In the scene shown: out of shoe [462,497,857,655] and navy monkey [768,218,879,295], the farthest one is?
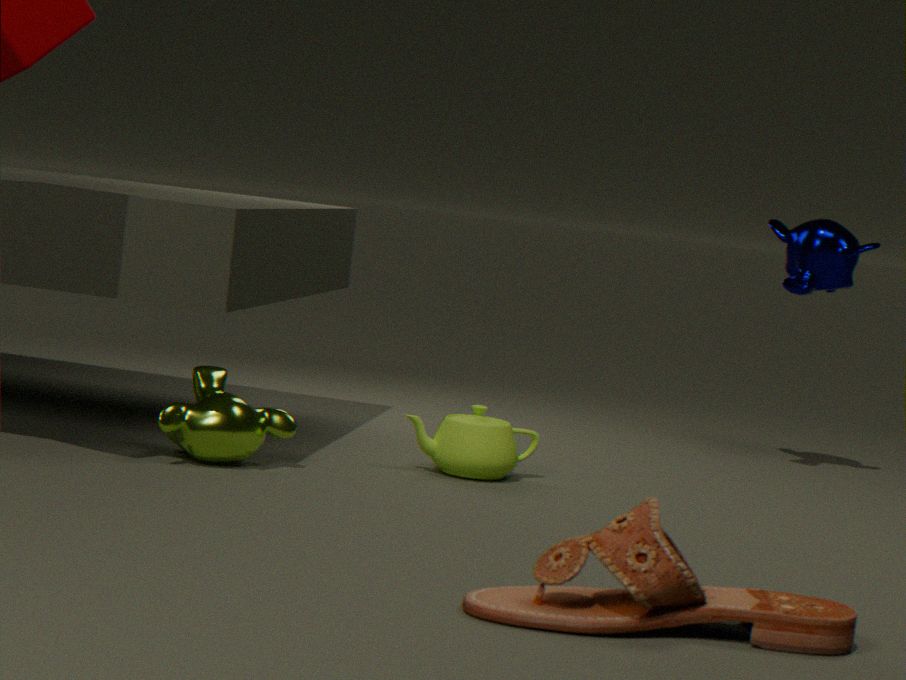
navy monkey [768,218,879,295]
